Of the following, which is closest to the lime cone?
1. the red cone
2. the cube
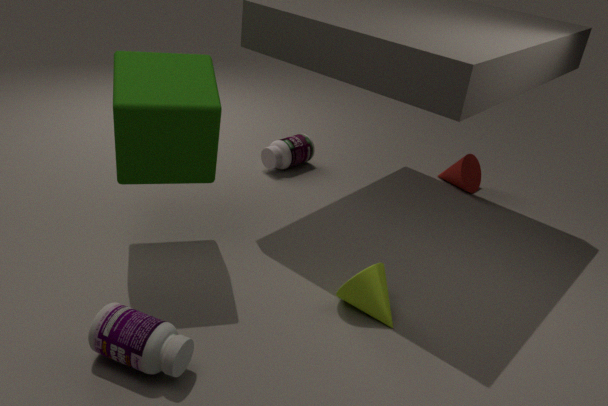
the cube
